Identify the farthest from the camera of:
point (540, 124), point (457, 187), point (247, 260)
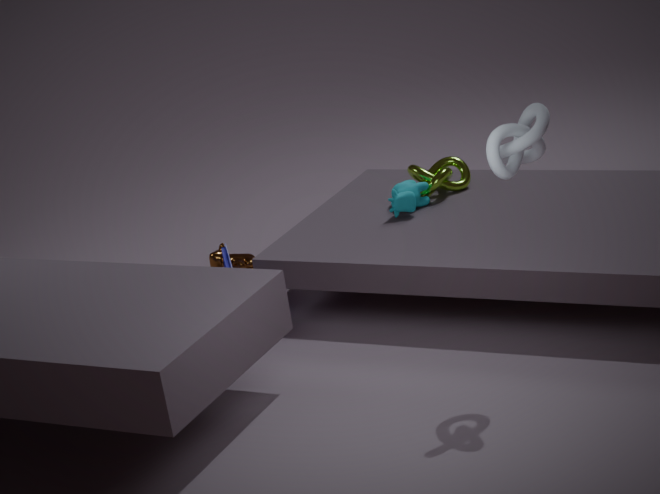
point (247, 260)
